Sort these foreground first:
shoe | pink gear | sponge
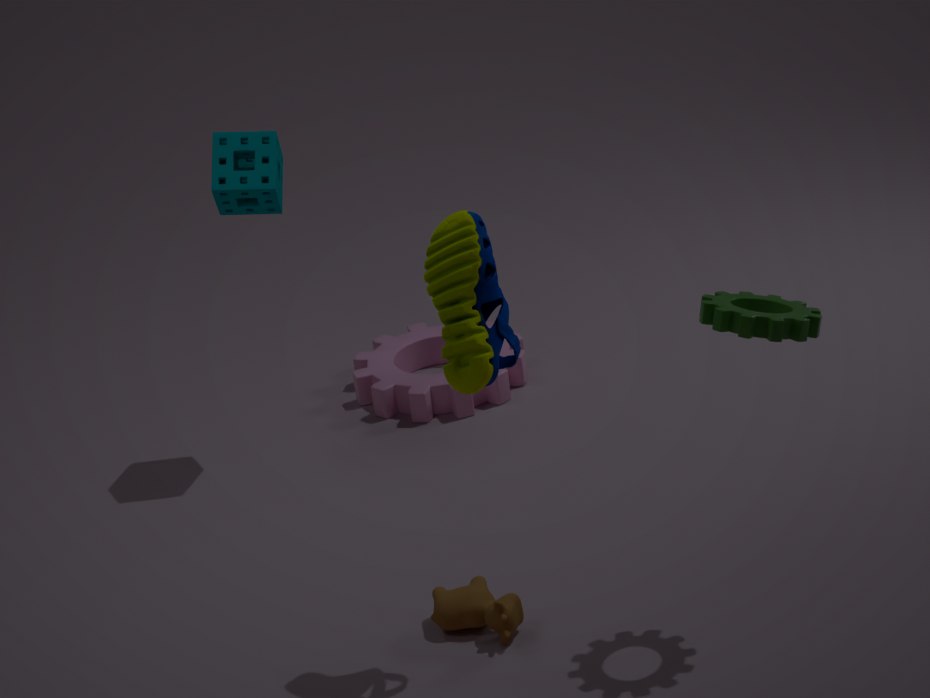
1. shoe
2. sponge
3. pink gear
